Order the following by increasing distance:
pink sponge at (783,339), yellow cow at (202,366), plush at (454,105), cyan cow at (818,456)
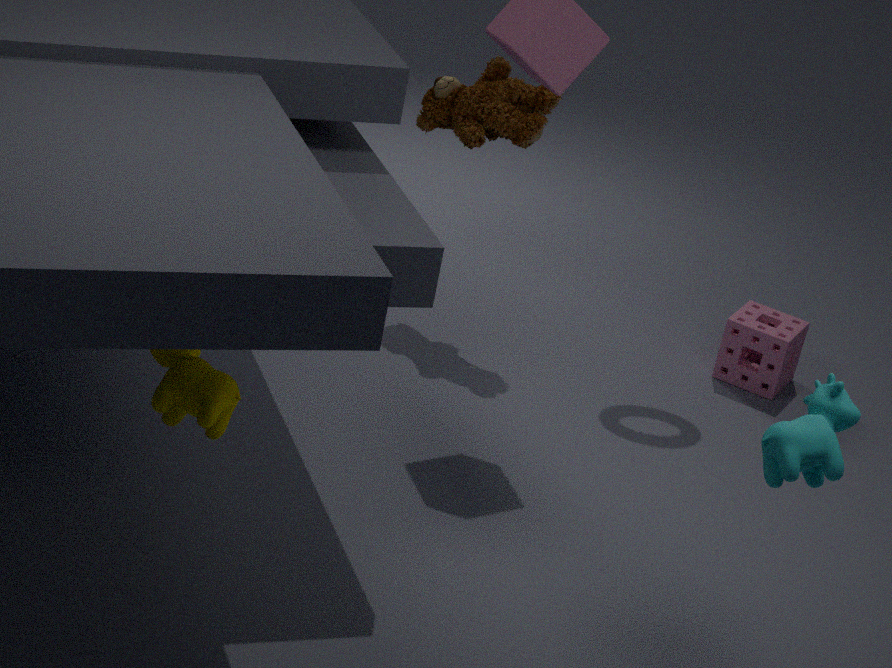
yellow cow at (202,366) < cyan cow at (818,456) < plush at (454,105) < pink sponge at (783,339)
